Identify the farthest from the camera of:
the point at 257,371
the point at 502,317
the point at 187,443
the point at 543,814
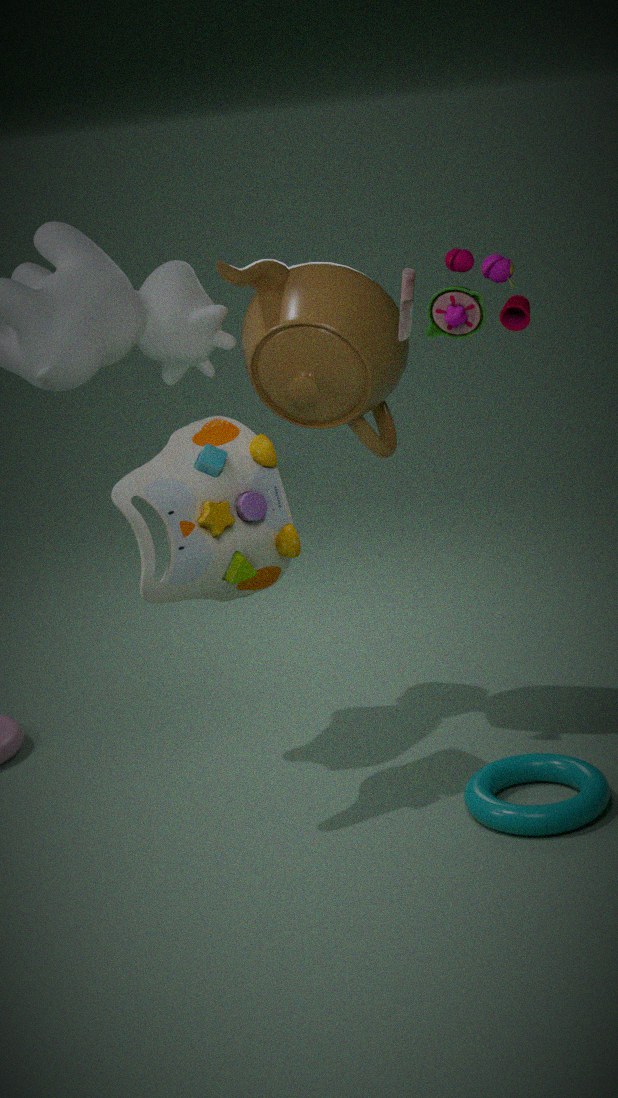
the point at 257,371
